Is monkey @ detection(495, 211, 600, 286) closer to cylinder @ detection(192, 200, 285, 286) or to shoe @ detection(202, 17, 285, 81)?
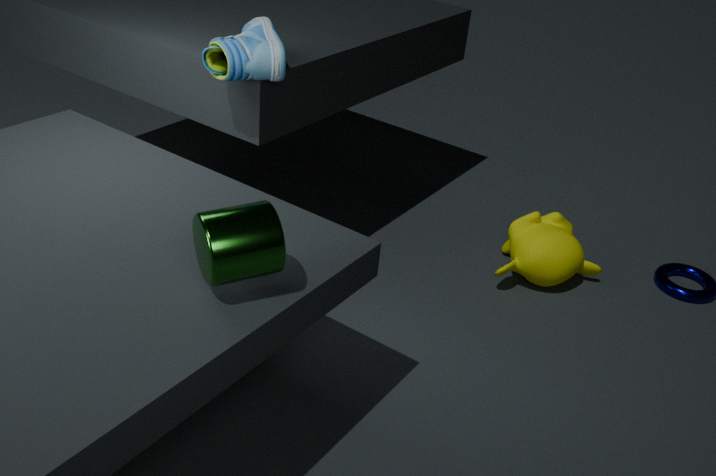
shoe @ detection(202, 17, 285, 81)
